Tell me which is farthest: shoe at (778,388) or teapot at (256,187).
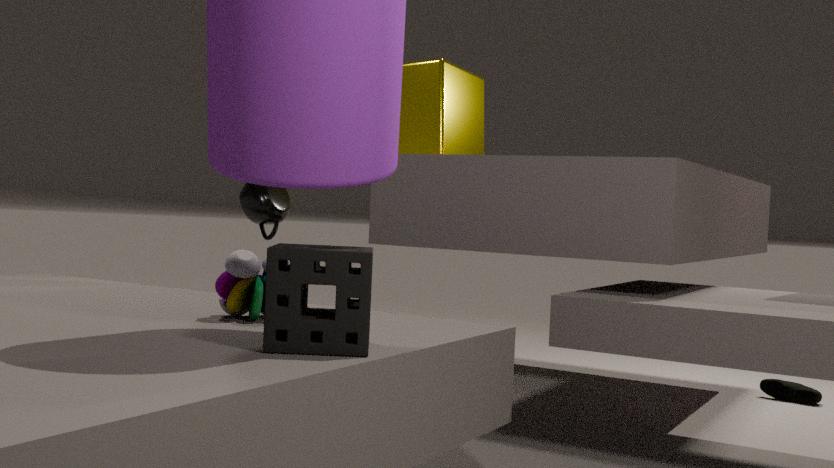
shoe at (778,388)
